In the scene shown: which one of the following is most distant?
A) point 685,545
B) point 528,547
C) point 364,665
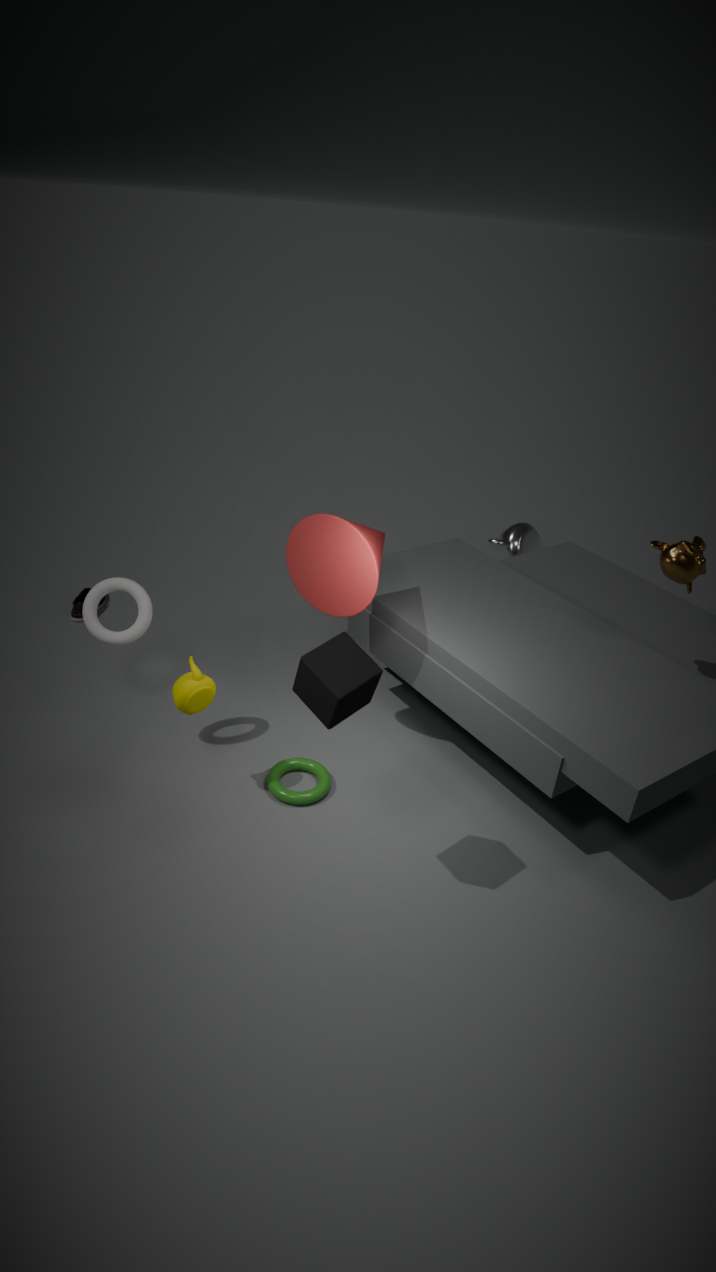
point 528,547
